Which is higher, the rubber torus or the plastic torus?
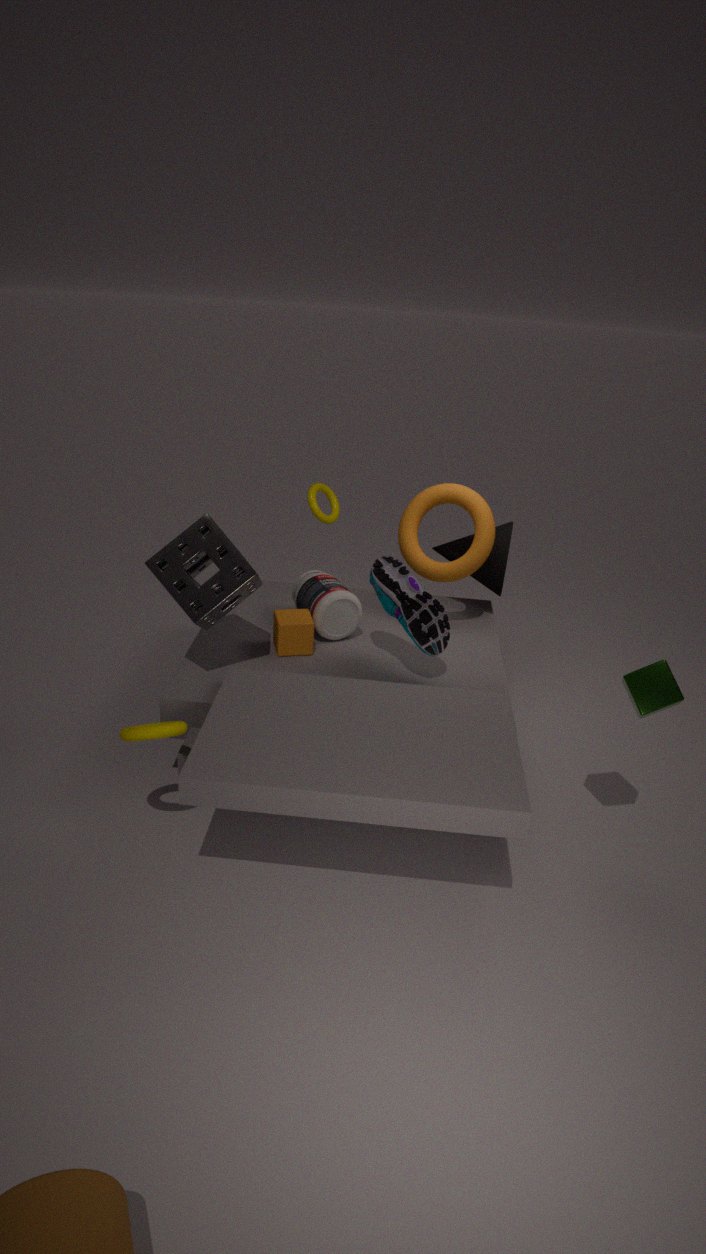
the plastic torus
